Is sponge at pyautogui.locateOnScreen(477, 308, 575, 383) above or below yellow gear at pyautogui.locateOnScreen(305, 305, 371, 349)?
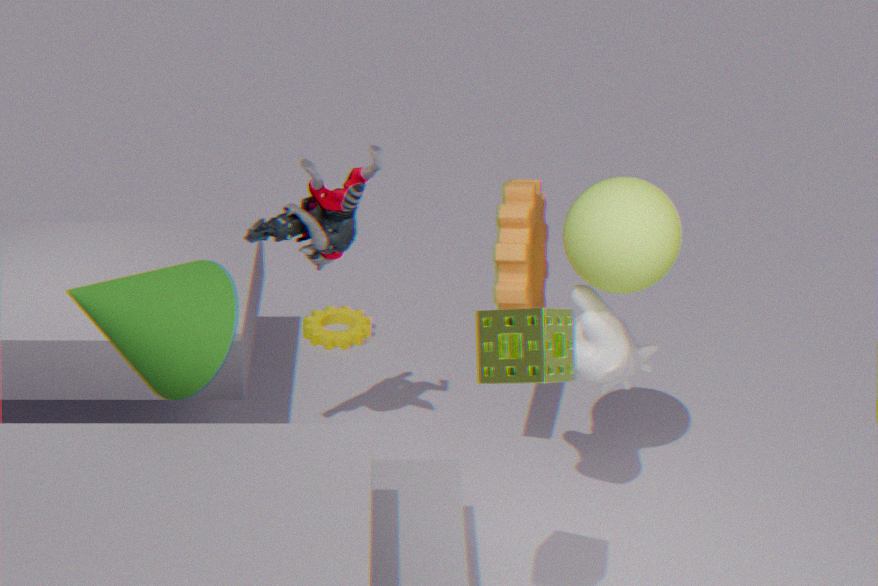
above
